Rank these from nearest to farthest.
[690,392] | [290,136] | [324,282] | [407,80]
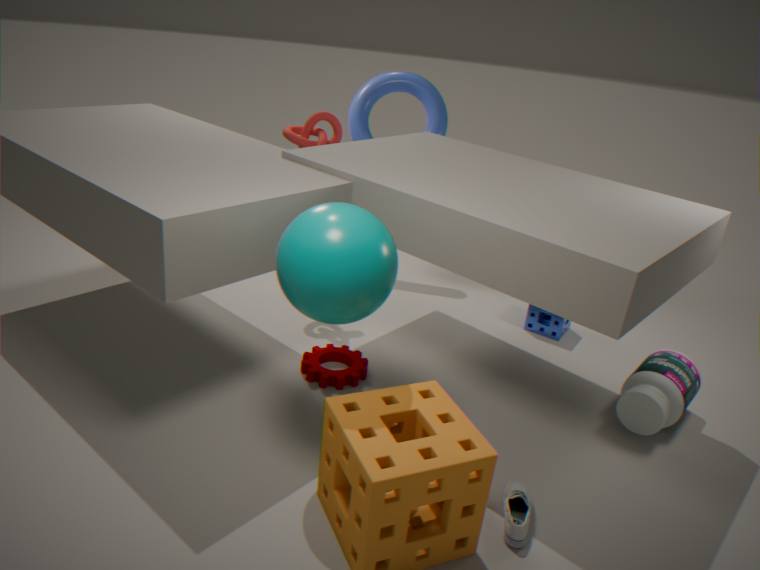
[324,282] → [690,392] → [290,136] → [407,80]
